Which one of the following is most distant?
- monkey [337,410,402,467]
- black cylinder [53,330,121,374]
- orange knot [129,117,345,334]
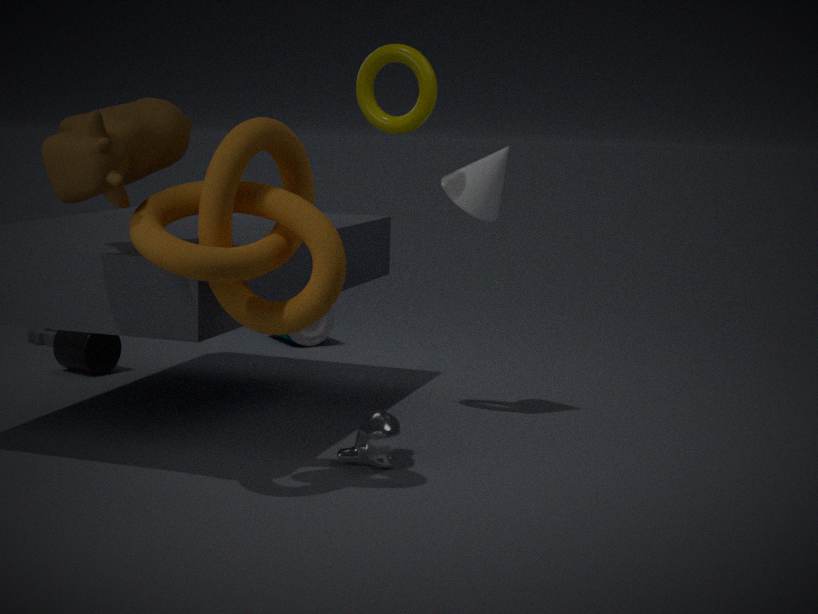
black cylinder [53,330,121,374]
